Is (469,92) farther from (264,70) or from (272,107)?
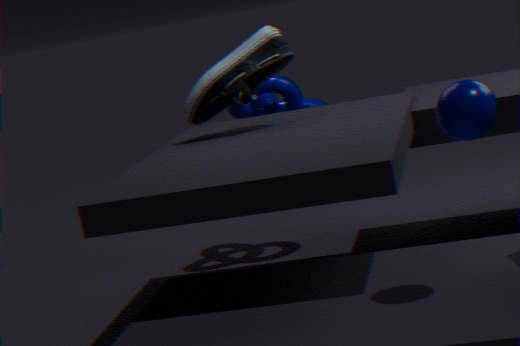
(272,107)
